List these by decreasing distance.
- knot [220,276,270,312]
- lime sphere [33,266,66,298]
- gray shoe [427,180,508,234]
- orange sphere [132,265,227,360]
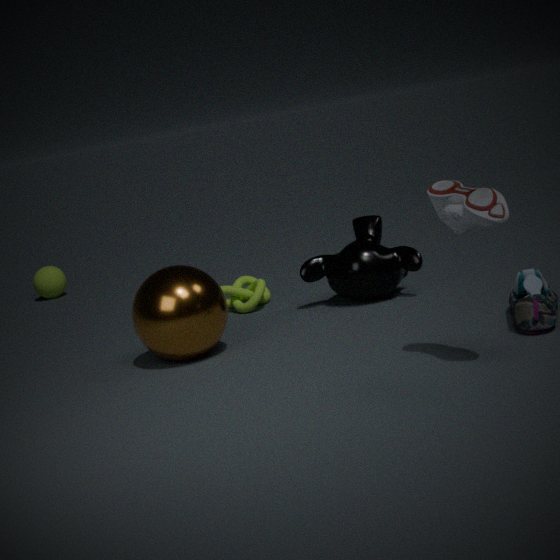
lime sphere [33,266,66,298] < knot [220,276,270,312] < orange sphere [132,265,227,360] < gray shoe [427,180,508,234]
